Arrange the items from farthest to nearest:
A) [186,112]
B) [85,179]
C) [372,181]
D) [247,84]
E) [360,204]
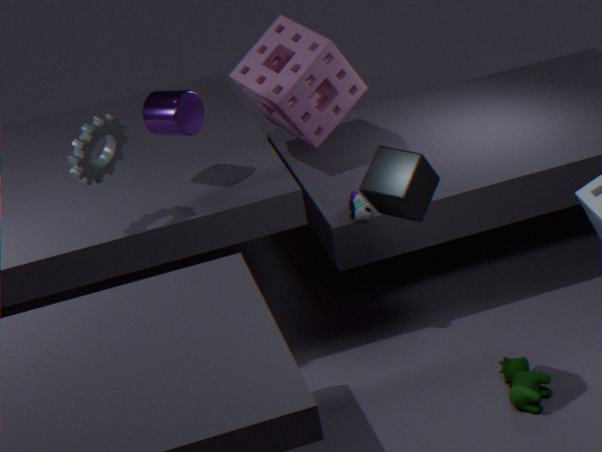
[247,84], [360,204], [186,112], [85,179], [372,181]
